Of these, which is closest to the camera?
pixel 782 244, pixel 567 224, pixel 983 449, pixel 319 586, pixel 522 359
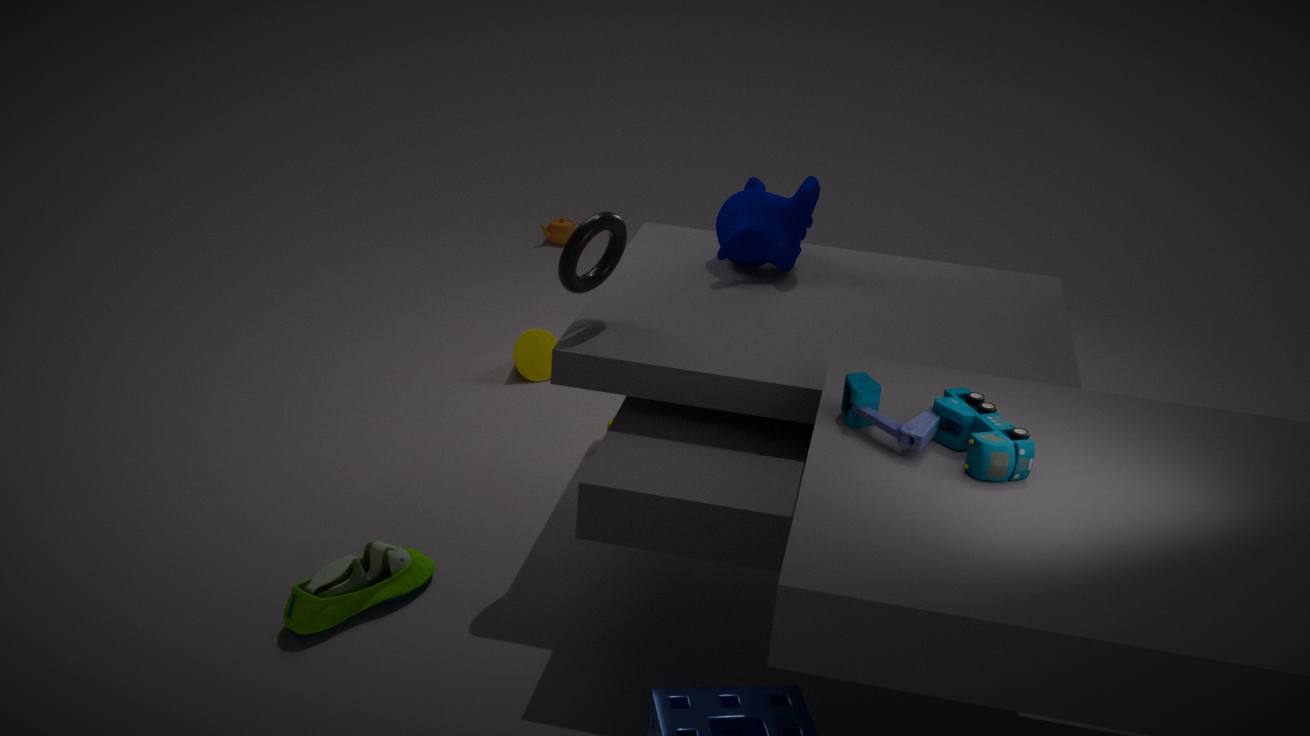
pixel 983 449
